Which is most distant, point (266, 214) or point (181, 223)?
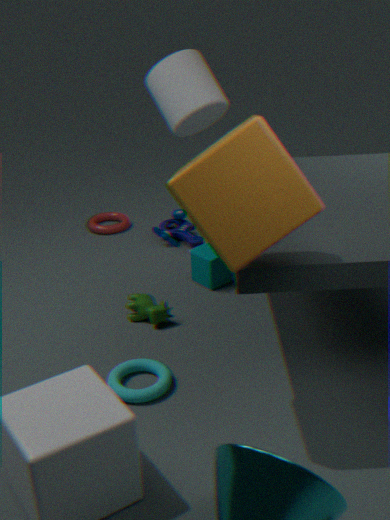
point (181, 223)
